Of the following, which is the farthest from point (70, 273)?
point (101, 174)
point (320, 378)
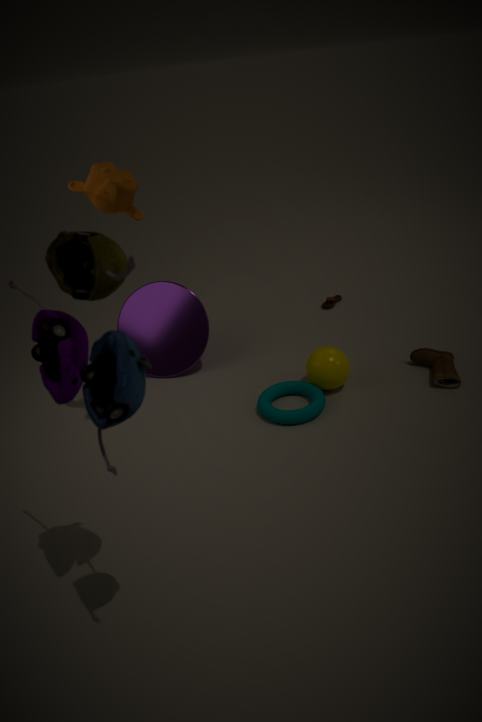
point (320, 378)
